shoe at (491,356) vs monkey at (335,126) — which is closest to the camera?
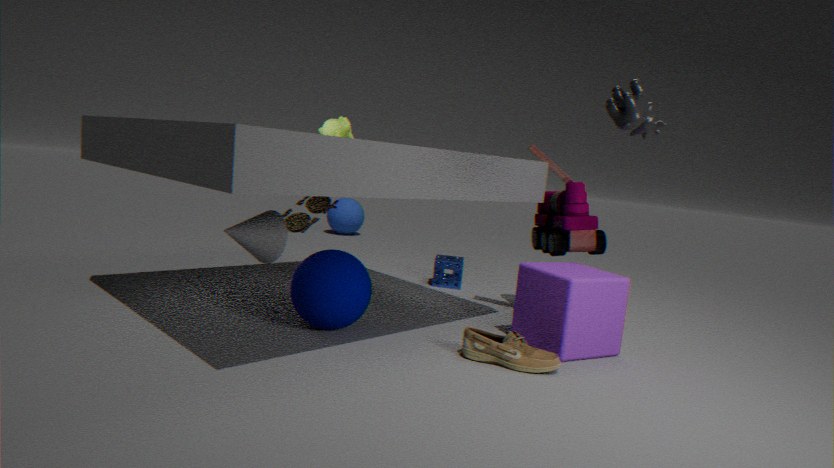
shoe at (491,356)
